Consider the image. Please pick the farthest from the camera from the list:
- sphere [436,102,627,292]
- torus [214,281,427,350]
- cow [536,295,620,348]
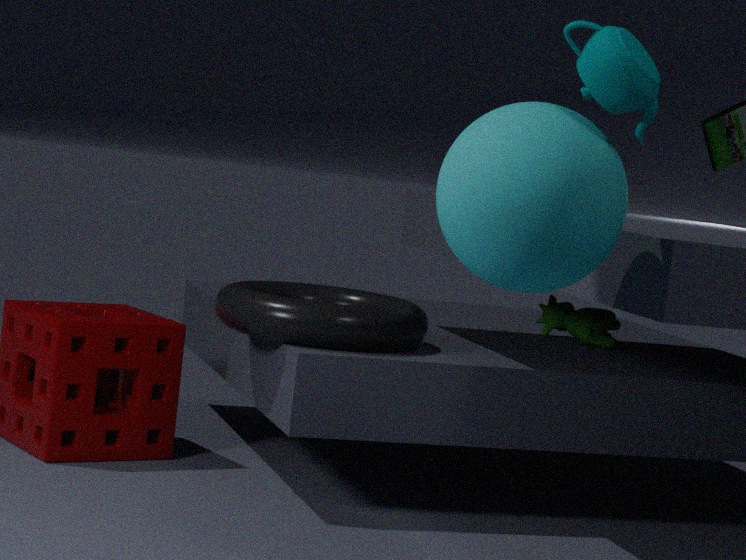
cow [536,295,620,348]
